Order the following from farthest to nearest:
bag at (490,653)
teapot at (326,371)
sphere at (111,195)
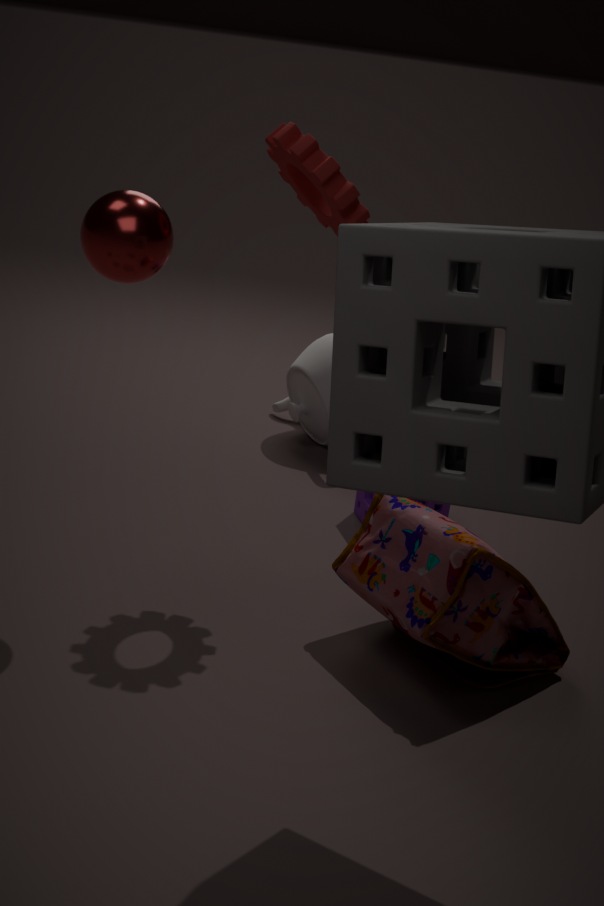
teapot at (326,371) < sphere at (111,195) < bag at (490,653)
